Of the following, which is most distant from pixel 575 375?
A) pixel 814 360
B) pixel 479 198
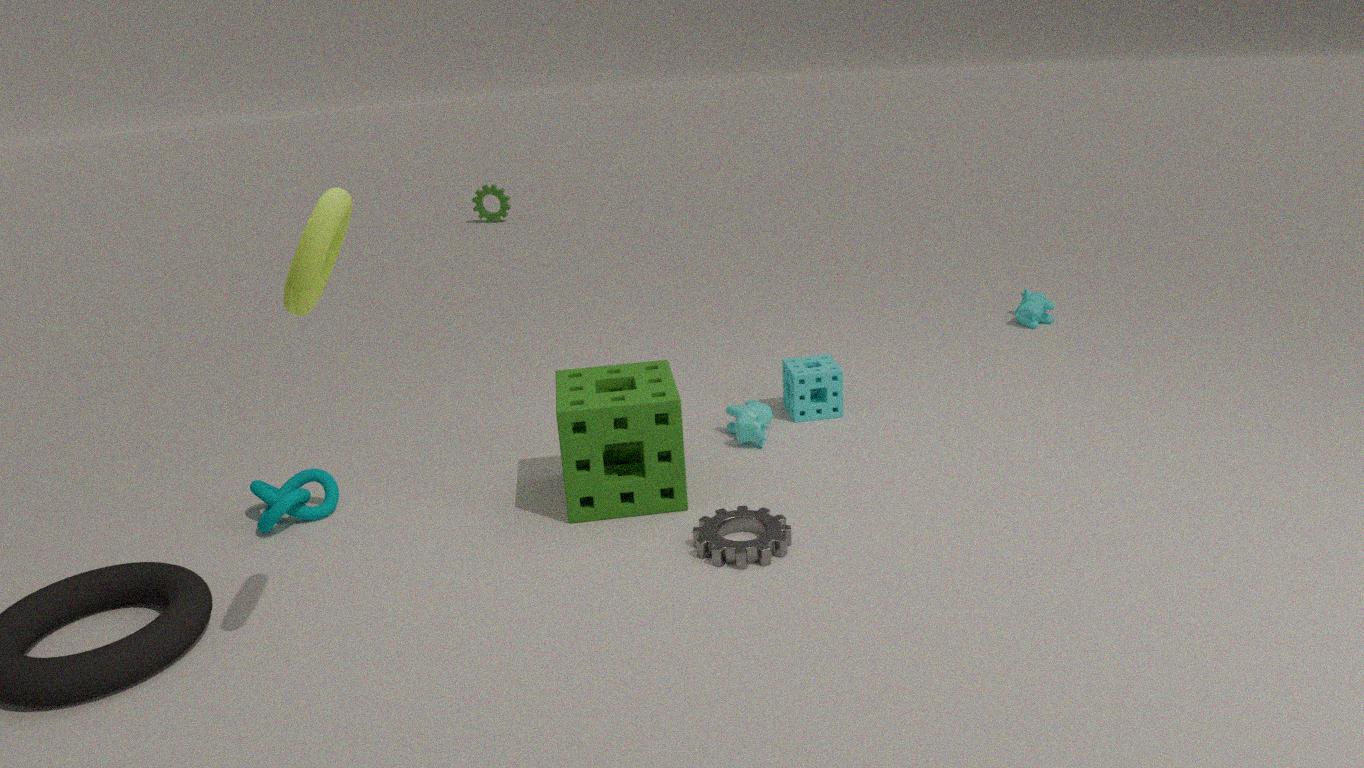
pixel 479 198
